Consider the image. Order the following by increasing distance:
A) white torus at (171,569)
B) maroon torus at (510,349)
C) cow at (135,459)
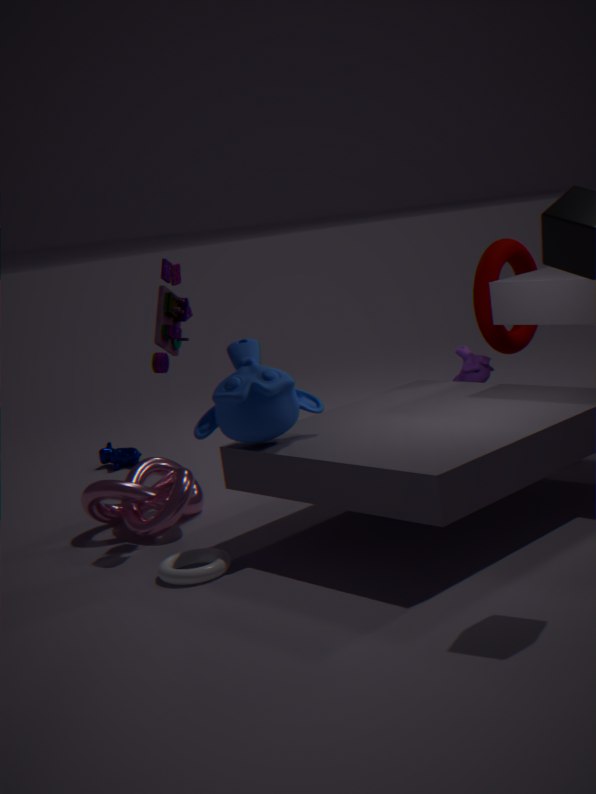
white torus at (171,569), maroon torus at (510,349), cow at (135,459)
